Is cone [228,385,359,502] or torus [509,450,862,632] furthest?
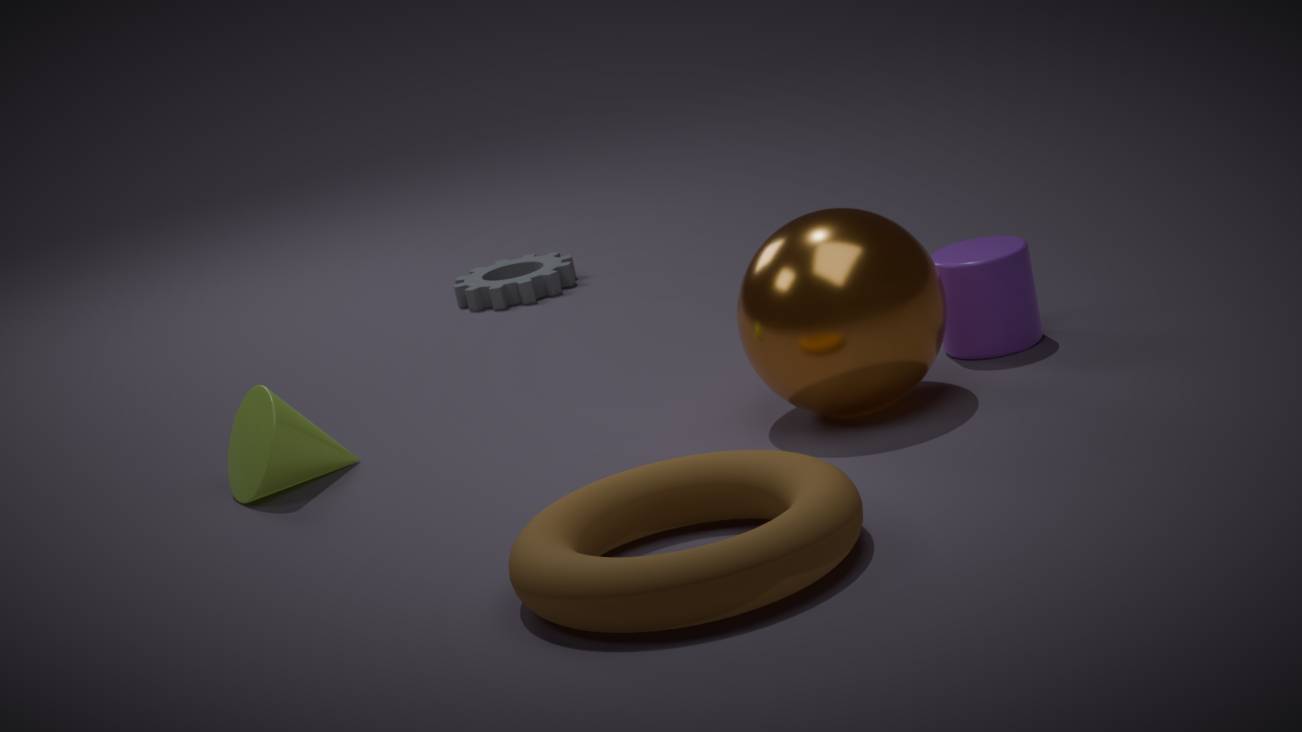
cone [228,385,359,502]
